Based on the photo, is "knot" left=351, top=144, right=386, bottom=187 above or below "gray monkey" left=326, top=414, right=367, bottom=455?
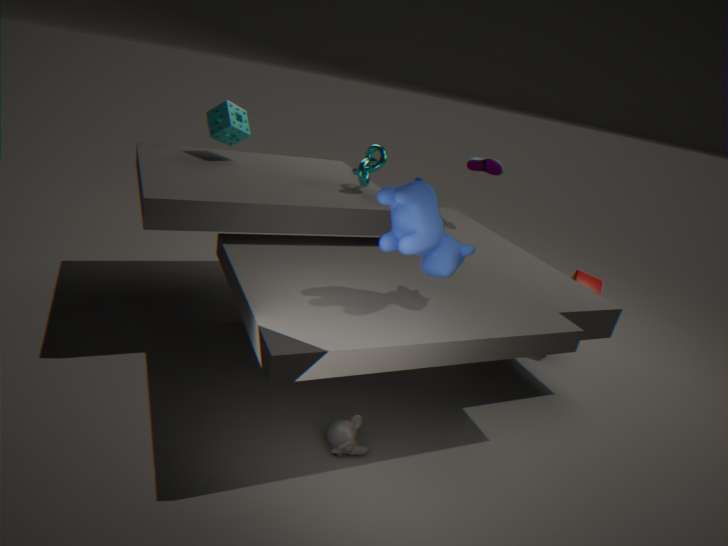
above
